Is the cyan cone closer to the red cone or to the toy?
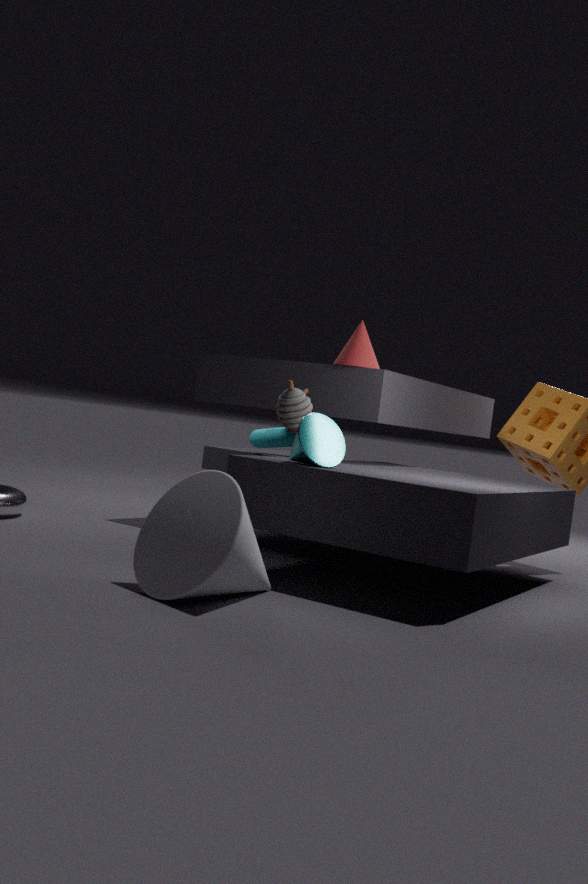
the toy
